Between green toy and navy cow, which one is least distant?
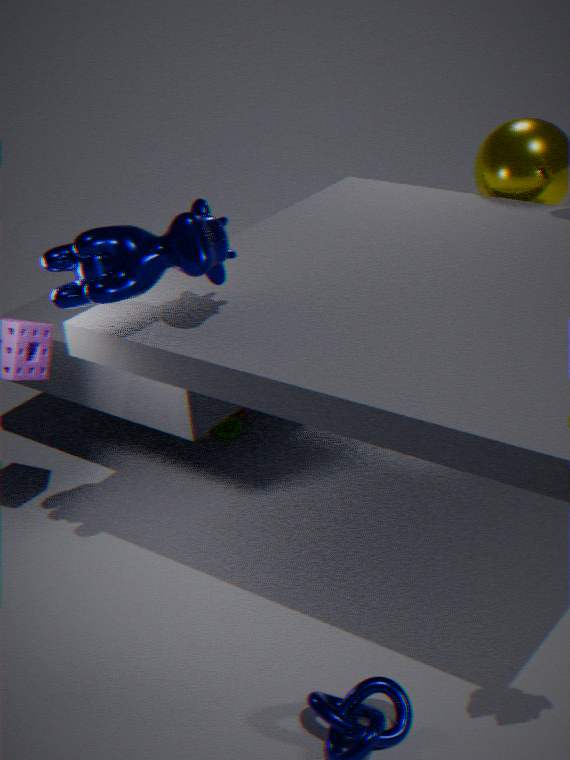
navy cow
